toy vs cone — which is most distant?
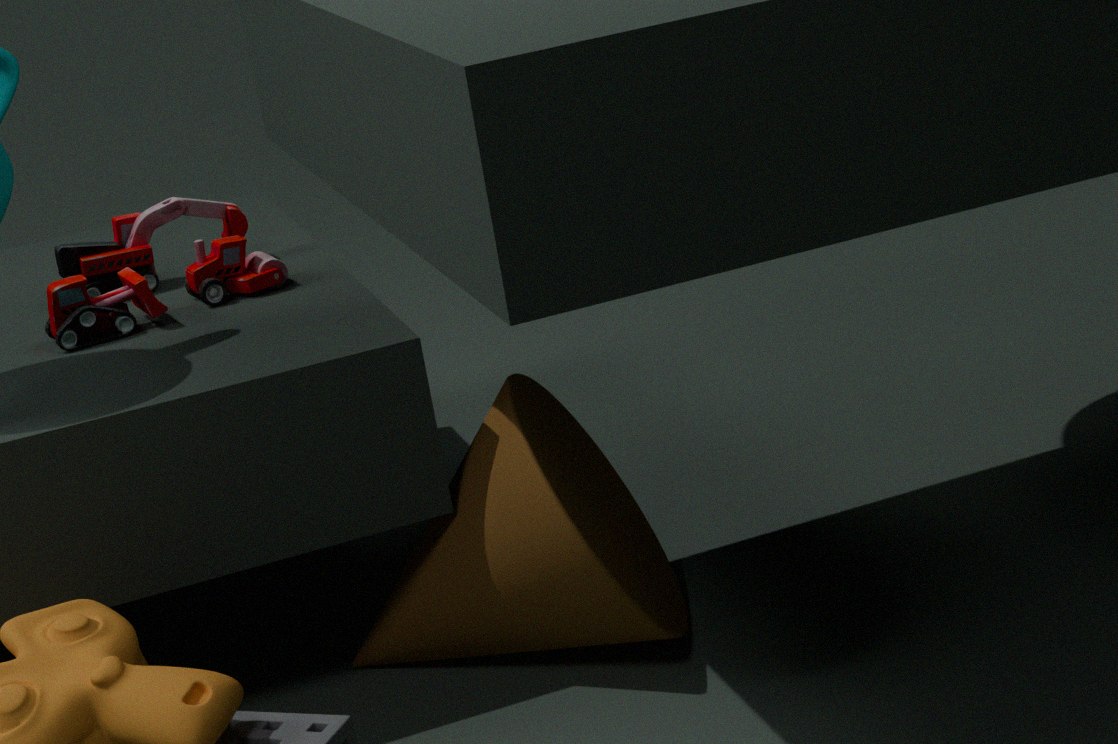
toy
